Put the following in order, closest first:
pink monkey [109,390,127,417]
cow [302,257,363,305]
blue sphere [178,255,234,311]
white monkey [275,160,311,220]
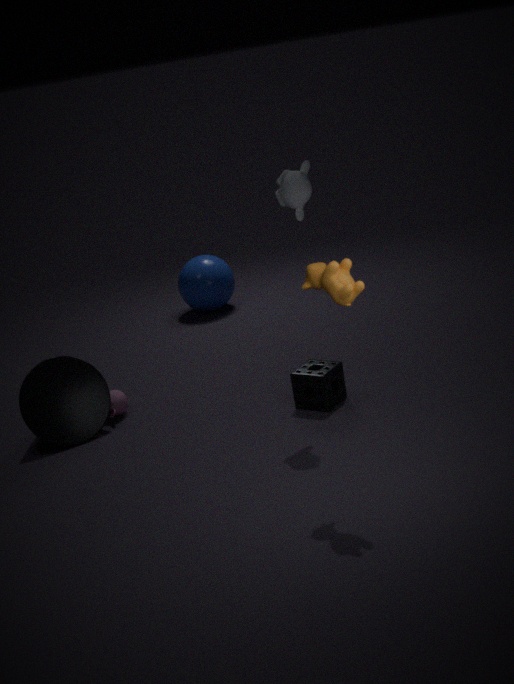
cow [302,257,363,305], white monkey [275,160,311,220], pink monkey [109,390,127,417], blue sphere [178,255,234,311]
